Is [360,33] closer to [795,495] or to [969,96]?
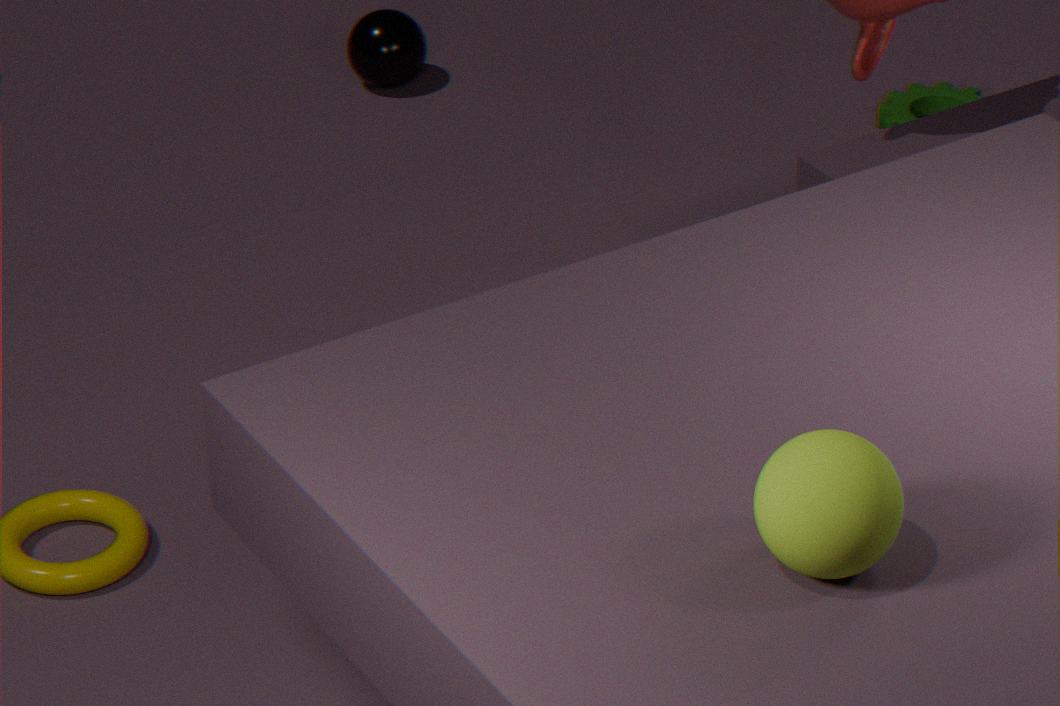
Result: [969,96]
